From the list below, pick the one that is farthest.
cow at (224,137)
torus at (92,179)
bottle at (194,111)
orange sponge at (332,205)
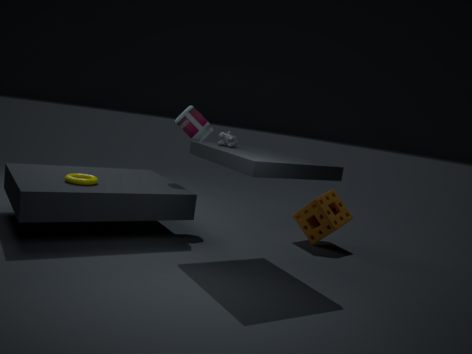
orange sponge at (332,205)
